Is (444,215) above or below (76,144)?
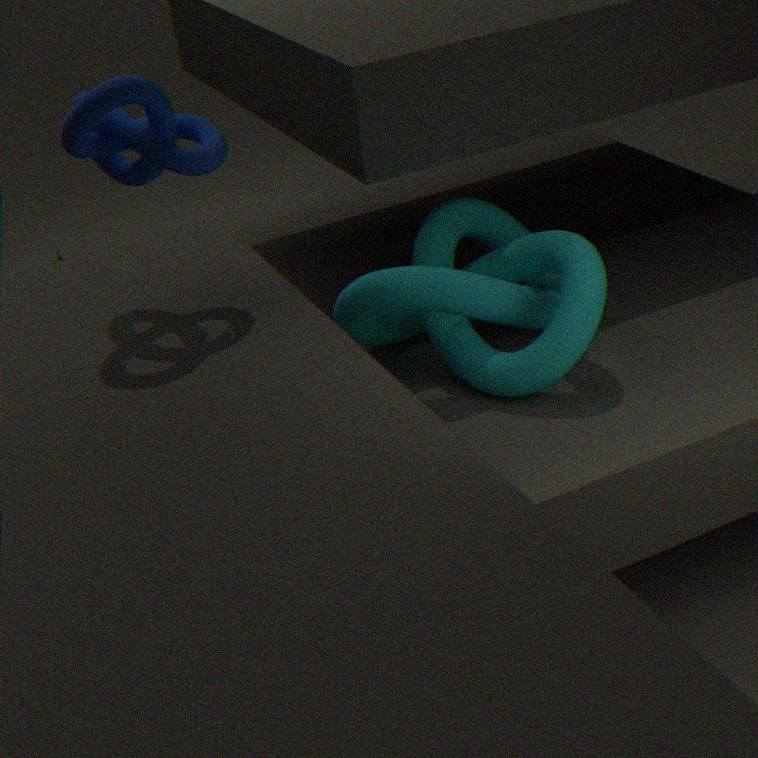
below
